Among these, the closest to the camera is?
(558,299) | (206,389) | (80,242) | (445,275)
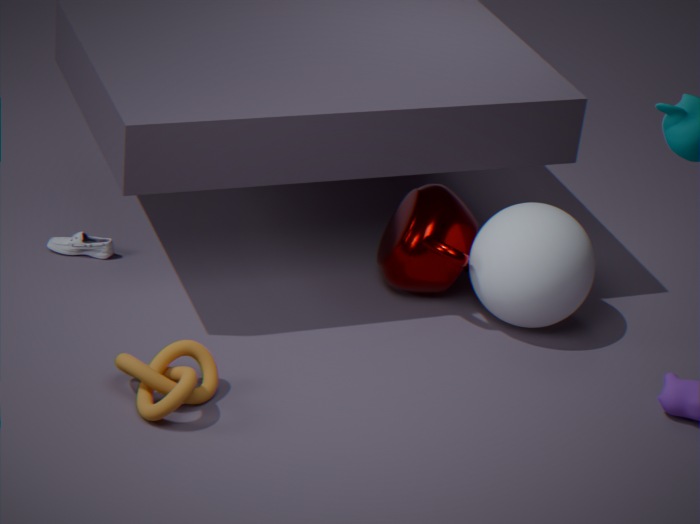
(206,389)
